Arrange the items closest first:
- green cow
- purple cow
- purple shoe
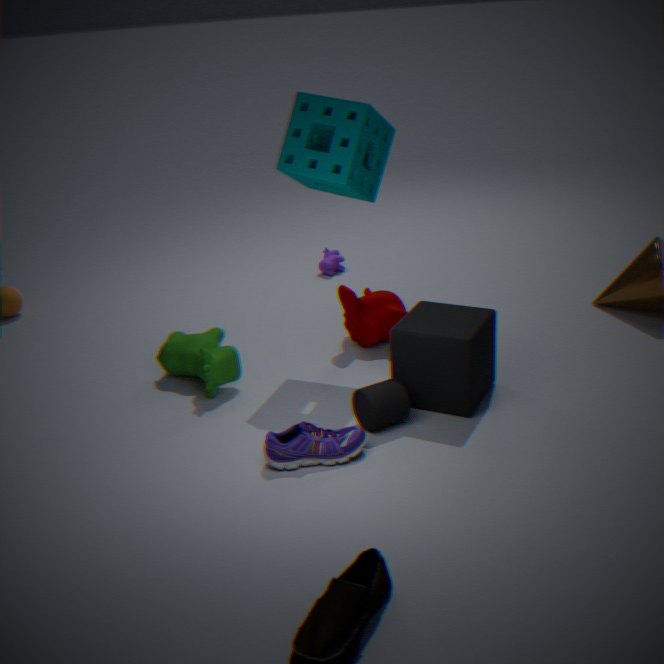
purple shoe, green cow, purple cow
